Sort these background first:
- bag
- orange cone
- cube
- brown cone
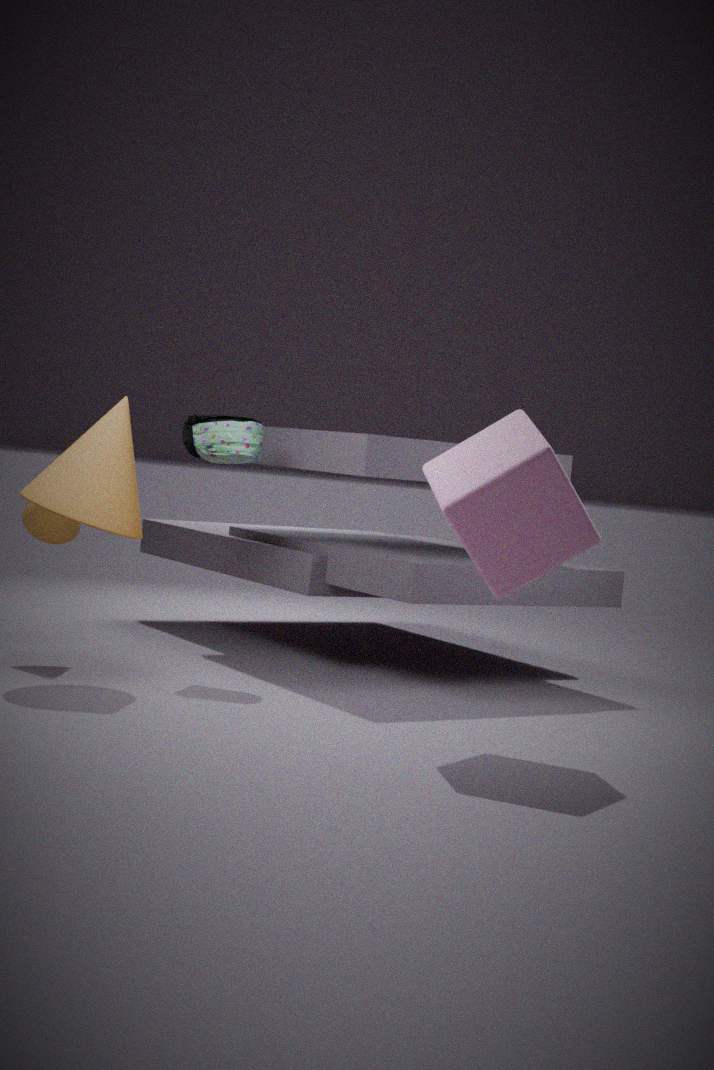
brown cone
bag
orange cone
cube
